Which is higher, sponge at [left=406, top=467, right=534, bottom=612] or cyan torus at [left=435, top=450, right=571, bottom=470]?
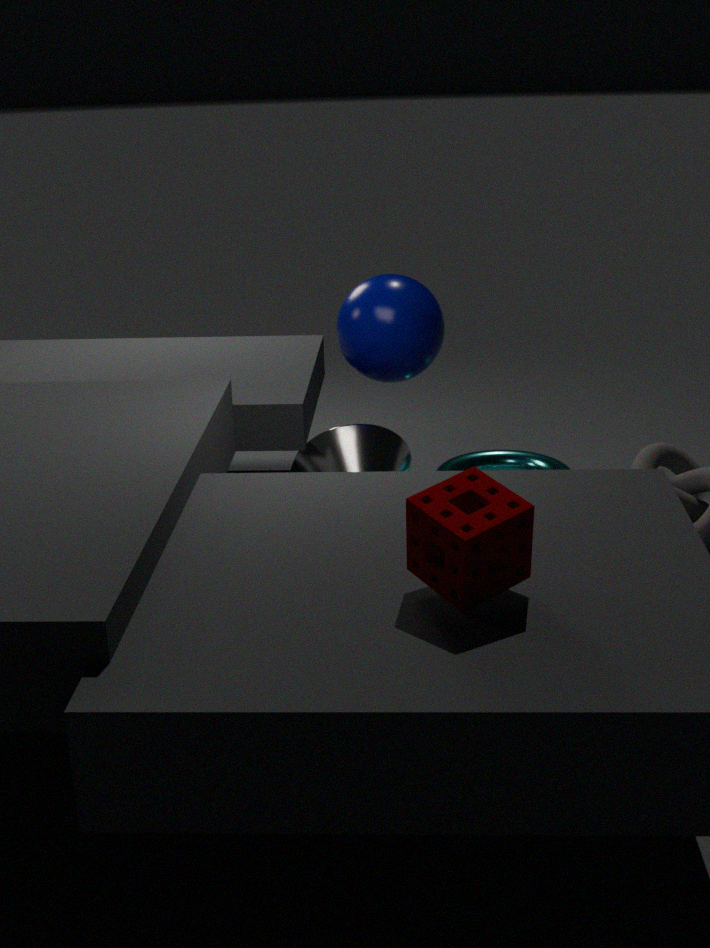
sponge at [left=406, top=467, right=534, bottom=612]
